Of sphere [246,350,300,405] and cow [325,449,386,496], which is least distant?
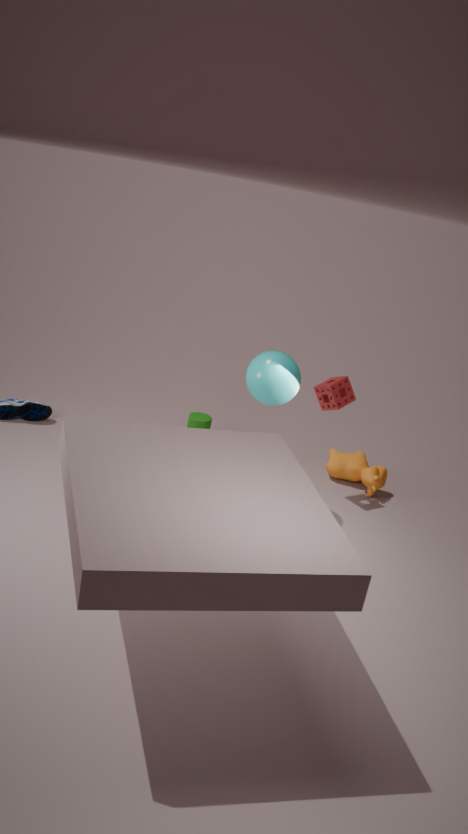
sphere [246,350,300,405]
